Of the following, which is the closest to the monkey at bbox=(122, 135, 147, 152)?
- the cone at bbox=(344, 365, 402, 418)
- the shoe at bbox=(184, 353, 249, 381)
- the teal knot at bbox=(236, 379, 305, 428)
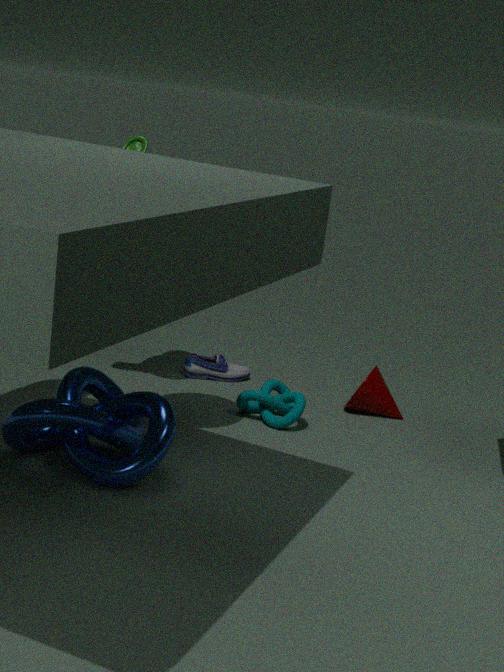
the shoe at bbox=(184, 353, 249, 381)
